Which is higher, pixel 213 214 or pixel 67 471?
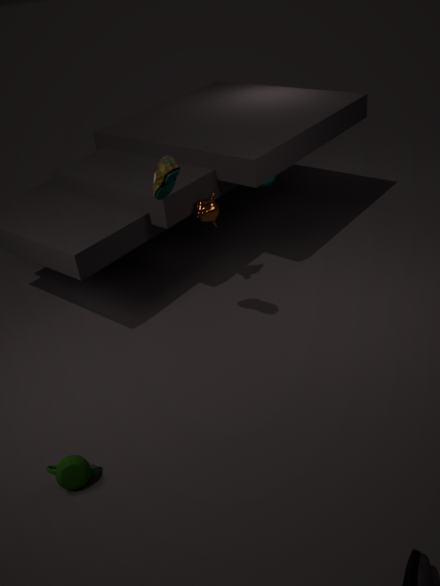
pixel 213 214
